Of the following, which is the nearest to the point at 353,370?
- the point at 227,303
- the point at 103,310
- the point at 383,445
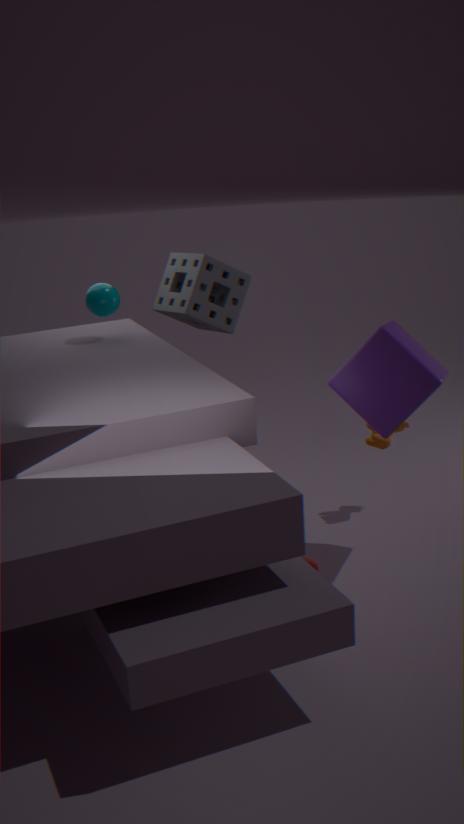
the point at 383,445
